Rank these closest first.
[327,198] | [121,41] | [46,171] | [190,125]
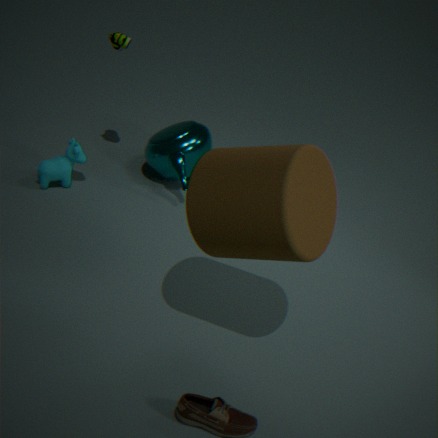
[327,198] < [121,41] < [46,171] < [190,125]
